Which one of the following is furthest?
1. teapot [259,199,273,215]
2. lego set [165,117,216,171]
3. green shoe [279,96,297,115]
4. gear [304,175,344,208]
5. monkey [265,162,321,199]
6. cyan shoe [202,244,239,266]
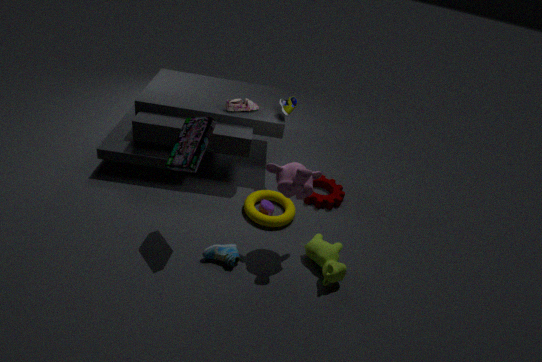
gear [304,175,344,208]
